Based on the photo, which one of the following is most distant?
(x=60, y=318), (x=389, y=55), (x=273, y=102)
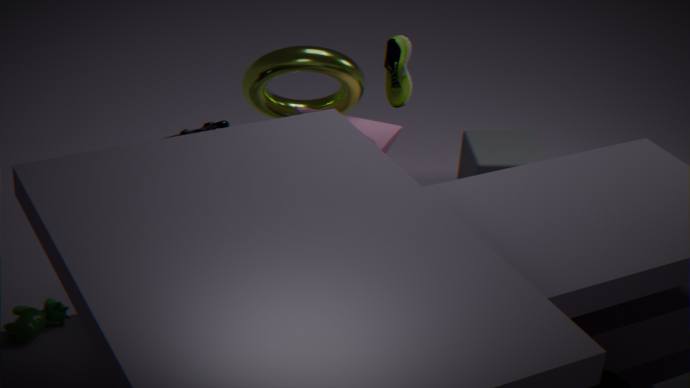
(x=273, y=102)
